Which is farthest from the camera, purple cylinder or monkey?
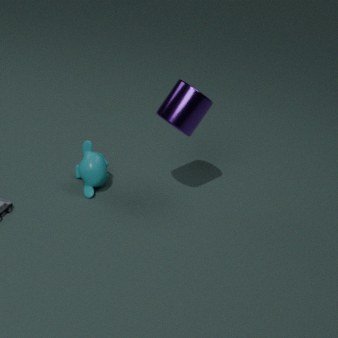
monkey
